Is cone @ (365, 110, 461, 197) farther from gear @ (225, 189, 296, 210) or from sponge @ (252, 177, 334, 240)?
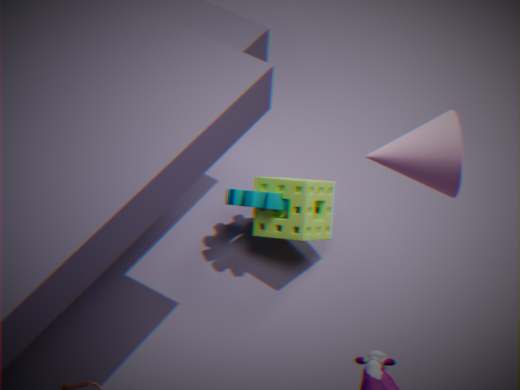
gear @ (225, 189, 296, 210)
